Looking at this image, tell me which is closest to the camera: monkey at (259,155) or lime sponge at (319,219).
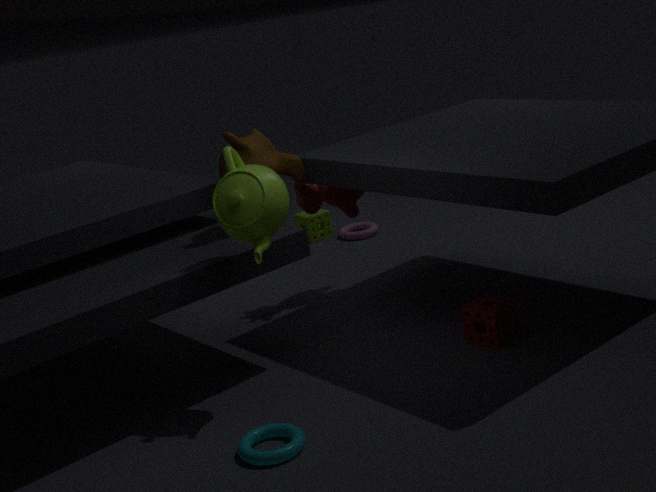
monkey at (259,155)
